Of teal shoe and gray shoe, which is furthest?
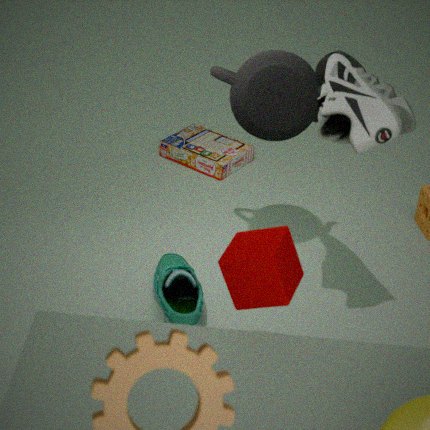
teal shoe
